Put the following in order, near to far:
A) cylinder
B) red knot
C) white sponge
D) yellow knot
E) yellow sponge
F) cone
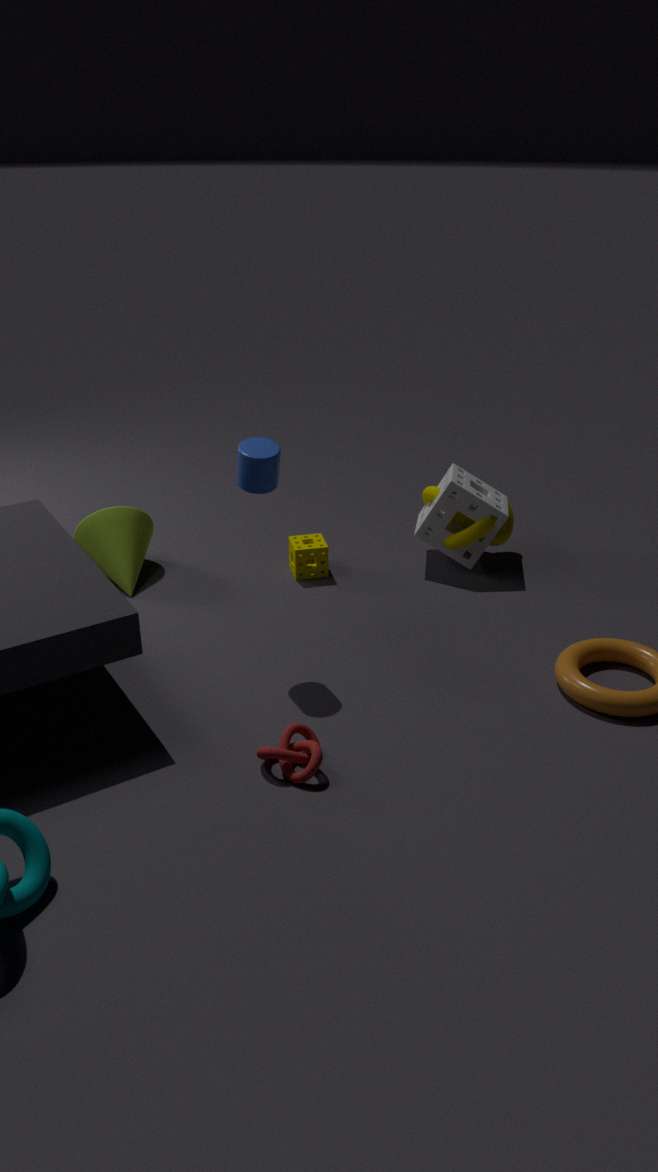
red knot < cylinder < cone < white sponge < yellow knot < yellow sponge
